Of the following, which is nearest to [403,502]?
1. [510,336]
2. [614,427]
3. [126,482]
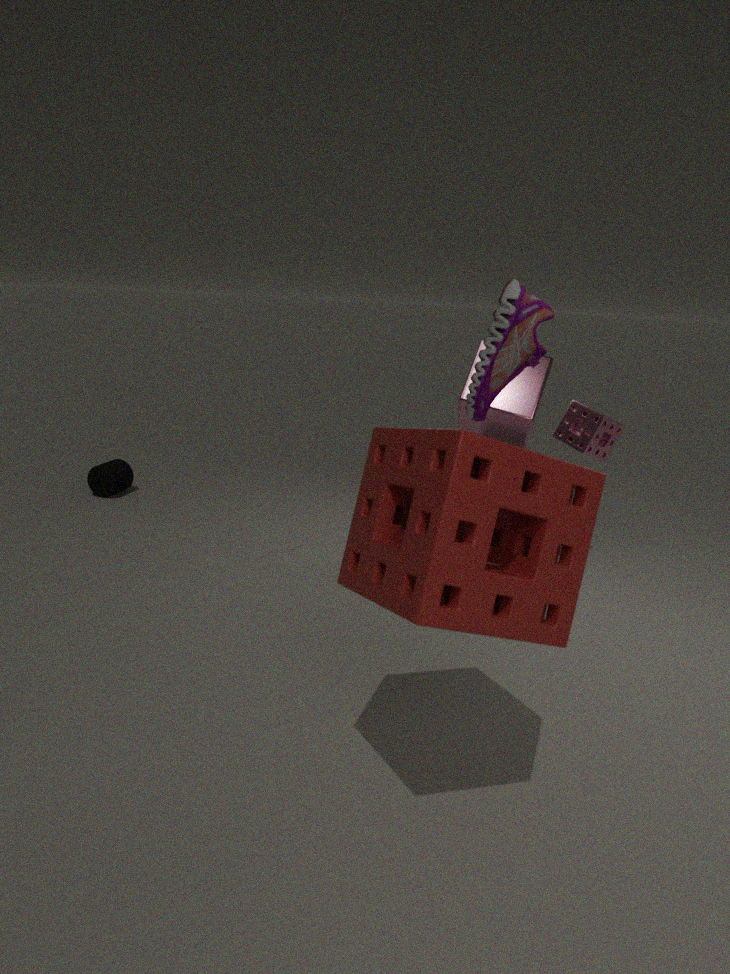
[510,336]
